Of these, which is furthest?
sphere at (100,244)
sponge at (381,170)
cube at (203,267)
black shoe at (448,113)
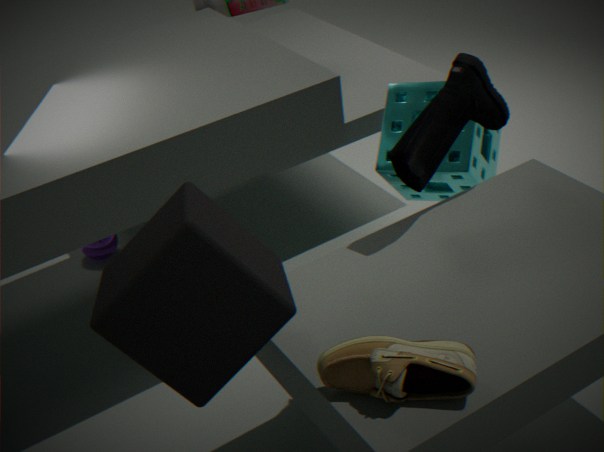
sphere at (100,244)
